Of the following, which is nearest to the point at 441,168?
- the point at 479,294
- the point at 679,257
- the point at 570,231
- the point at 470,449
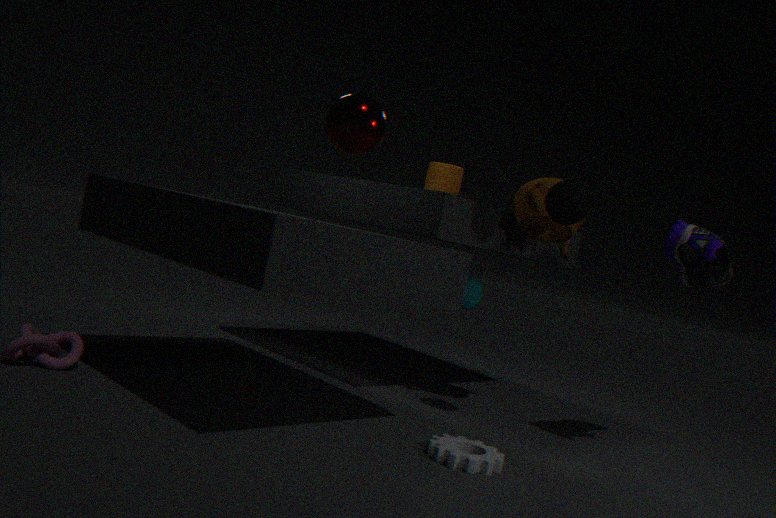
the point at 479,294
